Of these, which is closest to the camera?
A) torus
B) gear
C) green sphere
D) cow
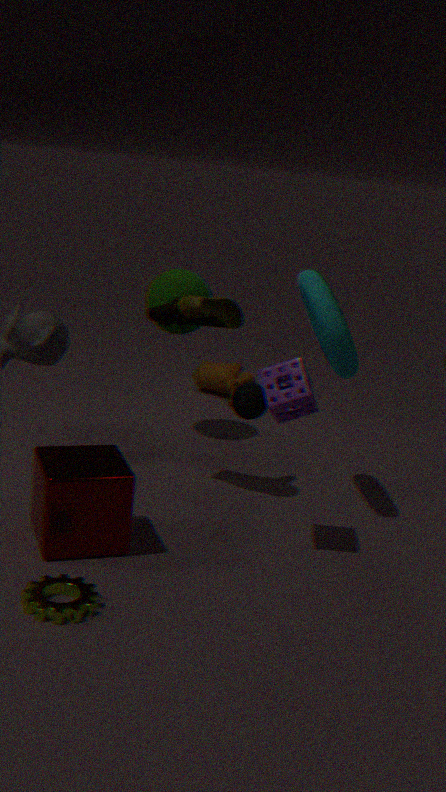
B
